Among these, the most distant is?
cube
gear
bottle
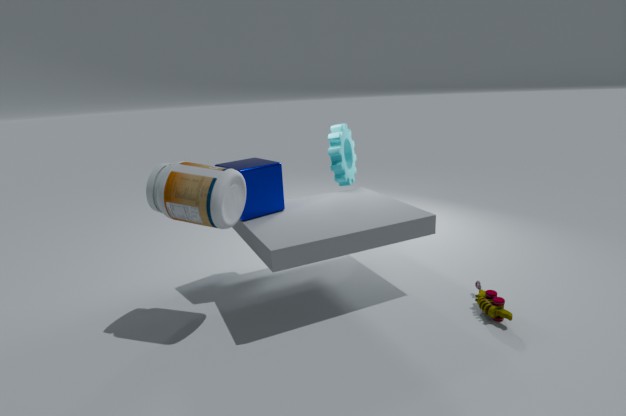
gear
